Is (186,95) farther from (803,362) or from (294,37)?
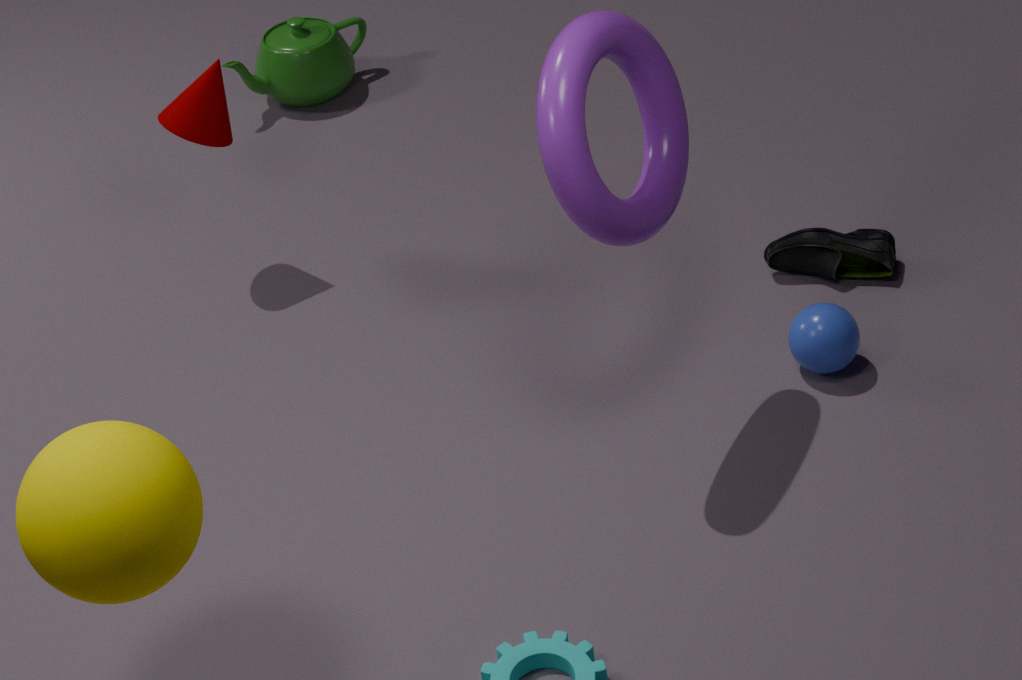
(803,362)
